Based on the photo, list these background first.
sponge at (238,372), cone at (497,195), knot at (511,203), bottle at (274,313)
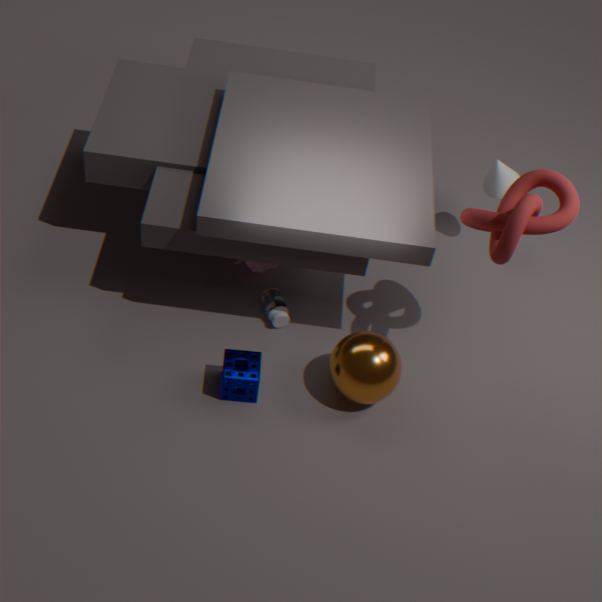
1. cone at (497,195)
2. bottle at (274,313)
3. sponge at (238,372)
4. knot at (511,203)
